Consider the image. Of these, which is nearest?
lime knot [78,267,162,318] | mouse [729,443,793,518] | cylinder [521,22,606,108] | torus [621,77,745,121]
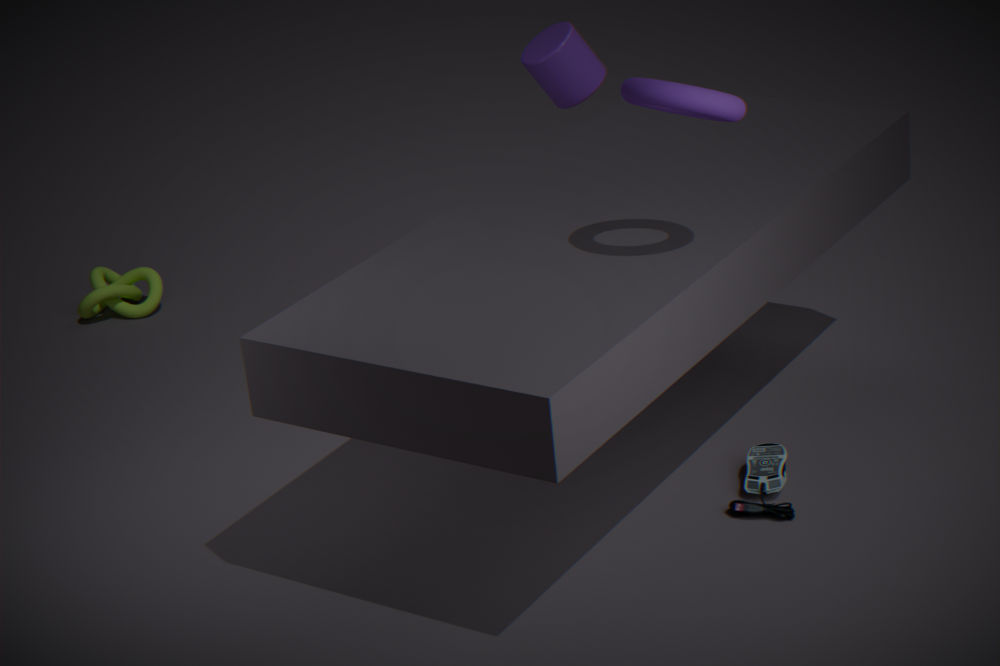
torus [621,77,745,121]
